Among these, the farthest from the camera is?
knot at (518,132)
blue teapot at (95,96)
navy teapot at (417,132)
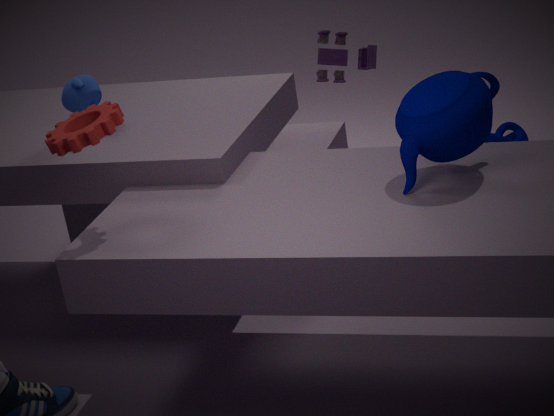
knot at (518,132)
